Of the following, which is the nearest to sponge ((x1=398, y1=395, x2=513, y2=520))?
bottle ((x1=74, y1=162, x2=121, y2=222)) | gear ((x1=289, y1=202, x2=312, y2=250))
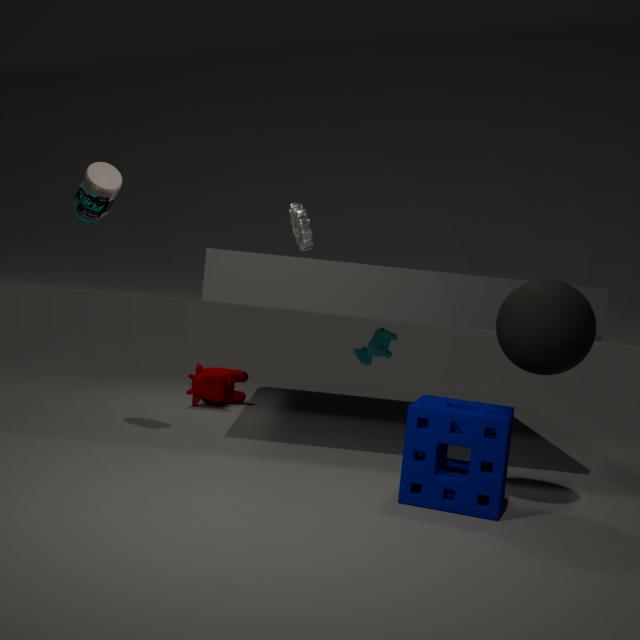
gear ((x1=289, y1=202, x2=312, y2=250))
